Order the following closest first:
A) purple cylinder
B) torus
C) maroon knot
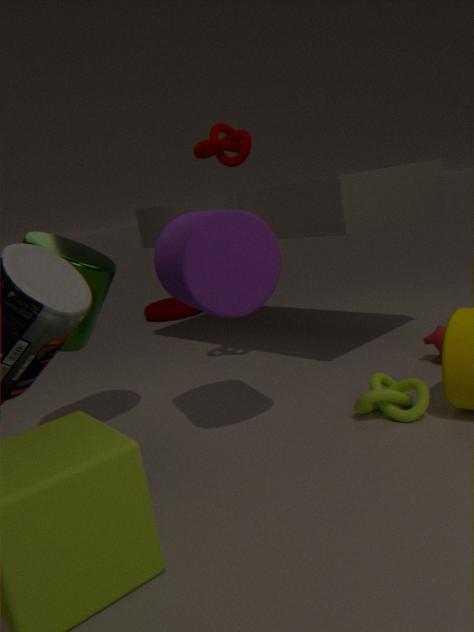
purple cylinder < maroon knot < torus
